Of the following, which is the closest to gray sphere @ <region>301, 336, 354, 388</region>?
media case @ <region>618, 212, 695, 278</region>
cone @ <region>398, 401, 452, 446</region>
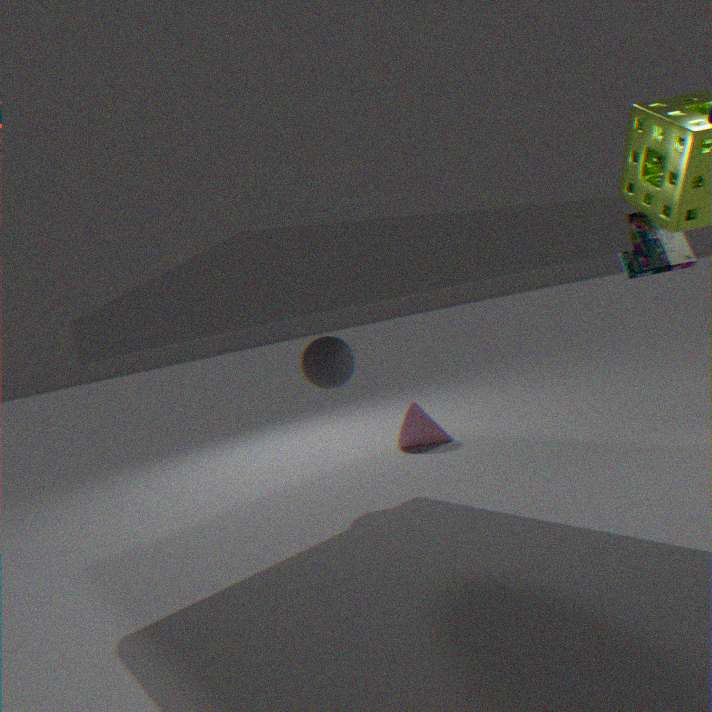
cone @ <region>398, 401, 452, 446</region>
